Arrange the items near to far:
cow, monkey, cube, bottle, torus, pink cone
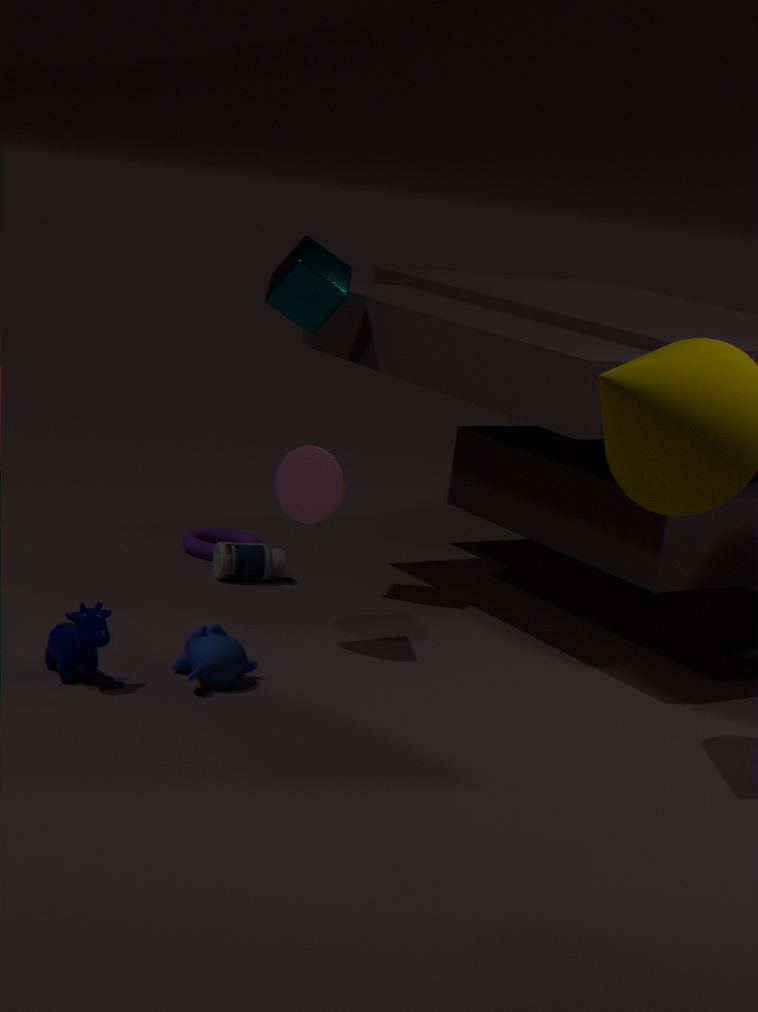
cow → monkey → pink cone → cube → bottle → torus
